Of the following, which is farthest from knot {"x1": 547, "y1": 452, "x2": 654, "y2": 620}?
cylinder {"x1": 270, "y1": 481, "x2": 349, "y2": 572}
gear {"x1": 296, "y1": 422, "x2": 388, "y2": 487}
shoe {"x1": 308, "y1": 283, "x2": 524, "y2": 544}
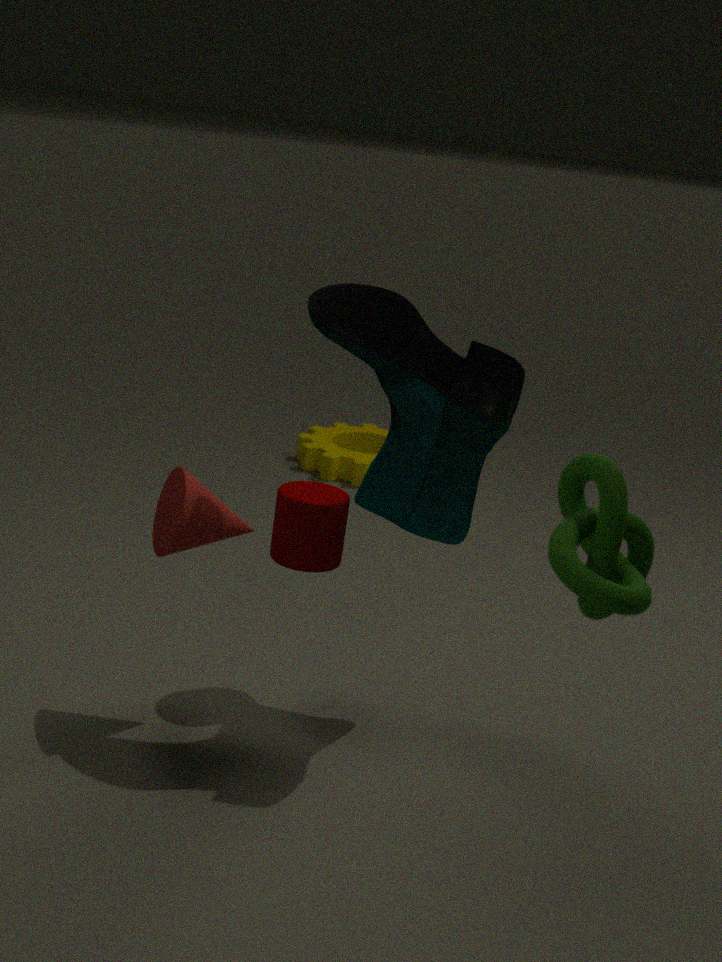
gear {"x1": 296, "y1": 422, "x2": 388, "y2": 487}
